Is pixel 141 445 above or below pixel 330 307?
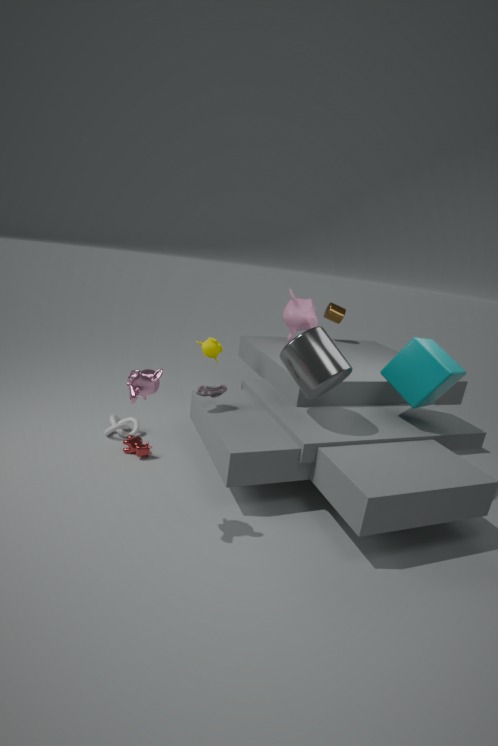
below
